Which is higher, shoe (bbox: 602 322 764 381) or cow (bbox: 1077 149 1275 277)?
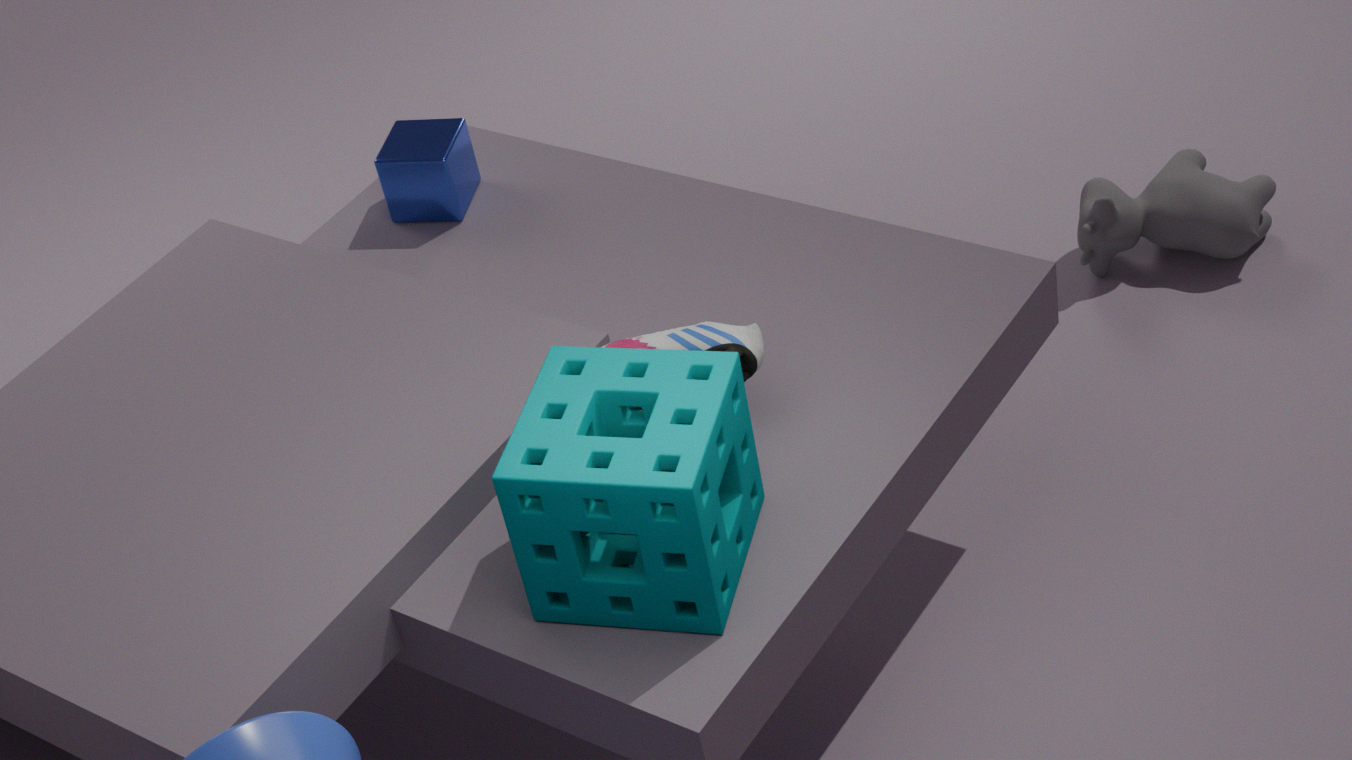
shoe (bbox: 602 322 764 381)
